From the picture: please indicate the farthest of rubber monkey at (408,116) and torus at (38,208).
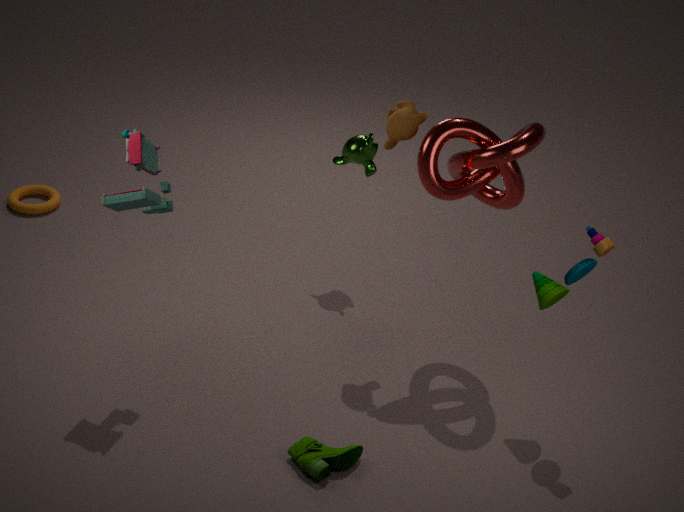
torus at (38,208)
